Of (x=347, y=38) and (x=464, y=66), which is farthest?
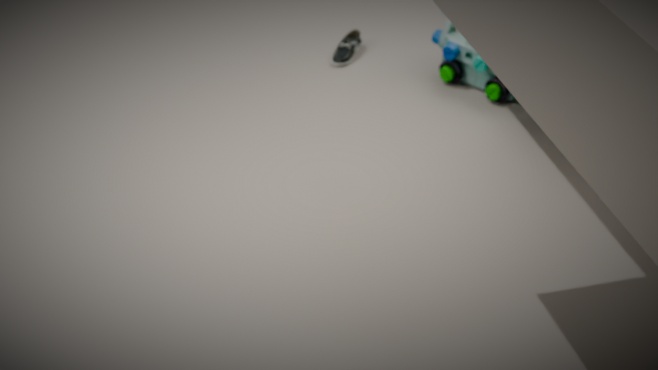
(x=347, y=38)
